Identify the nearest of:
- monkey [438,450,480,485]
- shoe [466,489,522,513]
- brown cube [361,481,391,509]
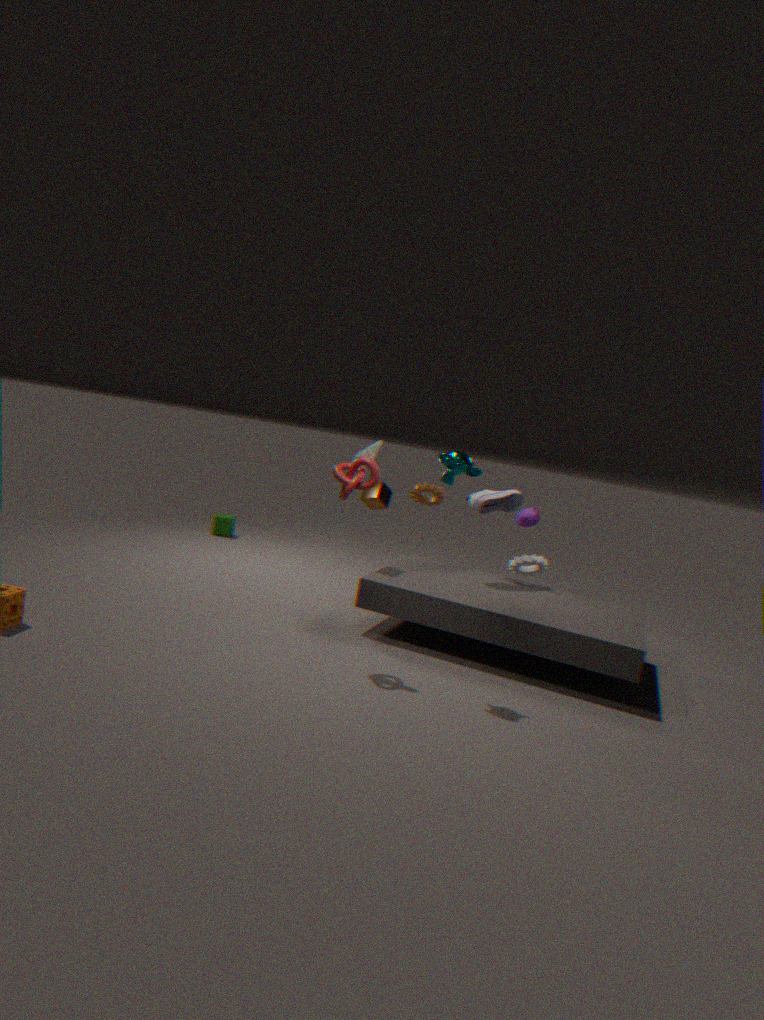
monkey [438,450,480,485]
